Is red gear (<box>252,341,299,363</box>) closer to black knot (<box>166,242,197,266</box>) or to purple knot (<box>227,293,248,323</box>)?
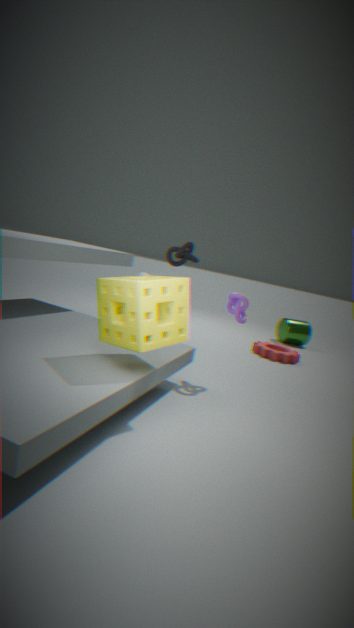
purple knot (<box>227,293,248,323</box>)
